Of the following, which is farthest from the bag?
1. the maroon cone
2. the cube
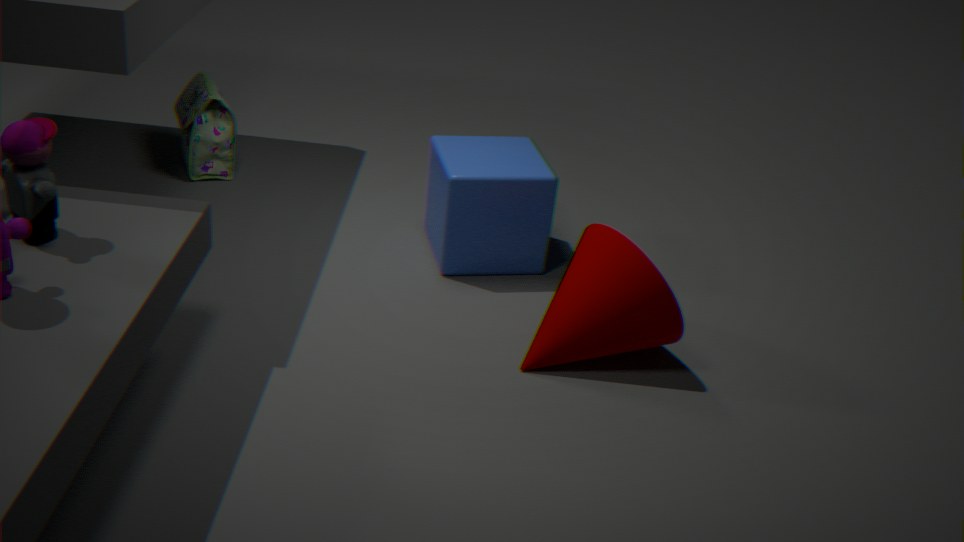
the maroon cone
